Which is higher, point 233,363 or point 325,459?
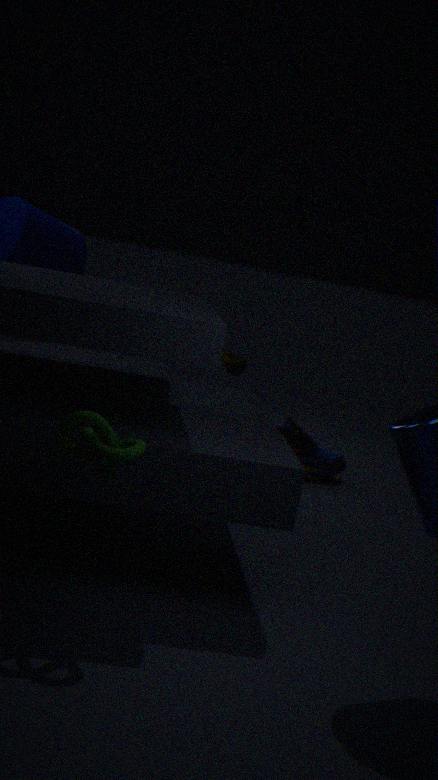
point 233,363
